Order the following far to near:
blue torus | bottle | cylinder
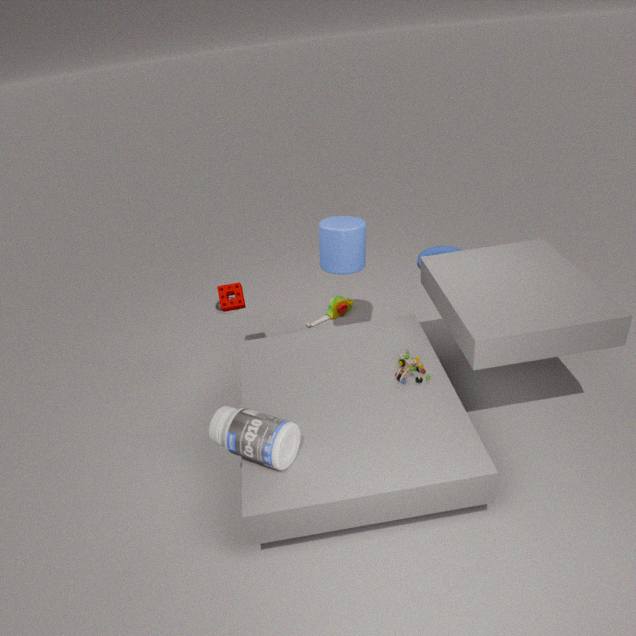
blue torus
cylinder
bottle
